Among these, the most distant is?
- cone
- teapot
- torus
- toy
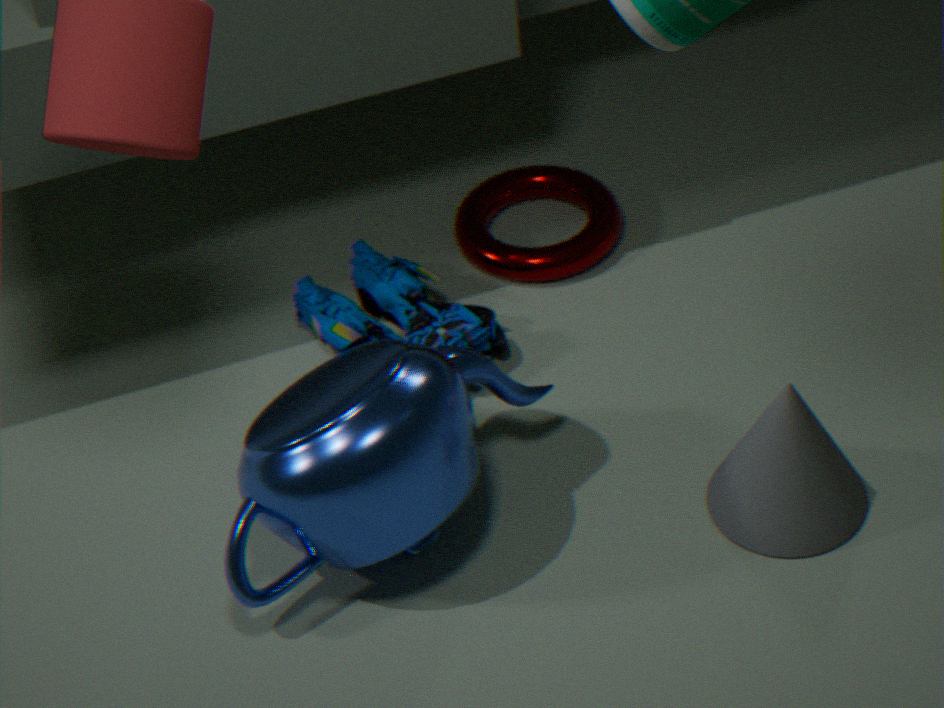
torus
